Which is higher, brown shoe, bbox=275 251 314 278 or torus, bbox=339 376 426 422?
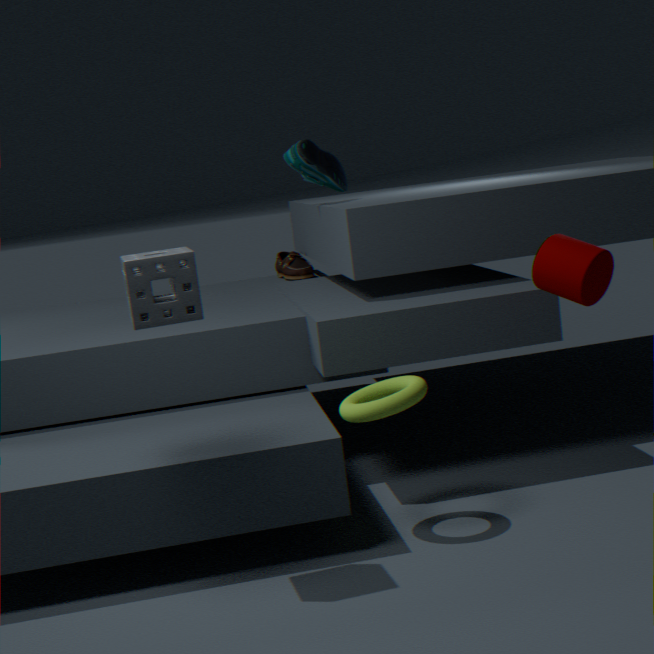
brown shoe, bbox=275 251 314 278
